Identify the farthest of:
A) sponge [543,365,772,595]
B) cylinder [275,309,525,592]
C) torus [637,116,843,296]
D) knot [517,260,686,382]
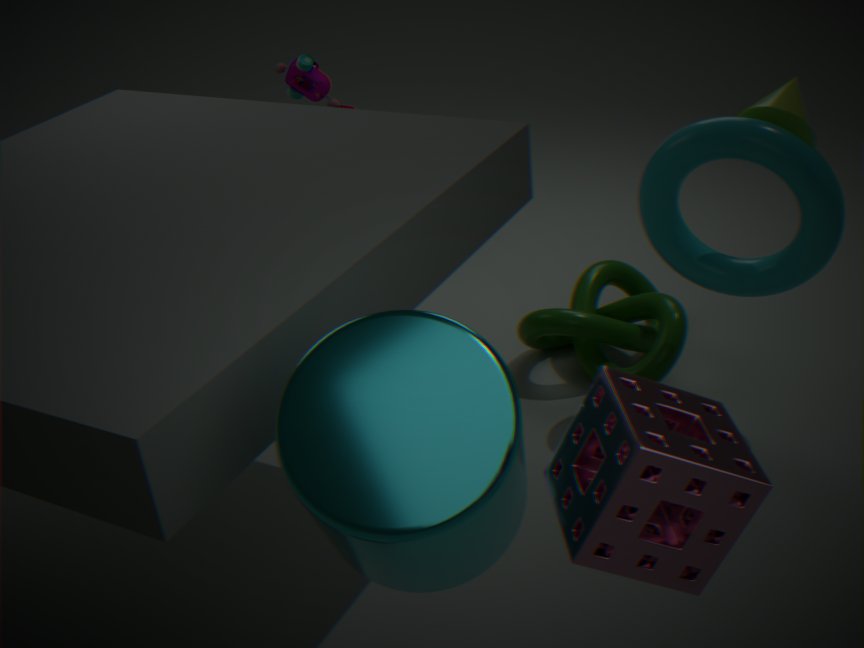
knot [517,260,686,382]
